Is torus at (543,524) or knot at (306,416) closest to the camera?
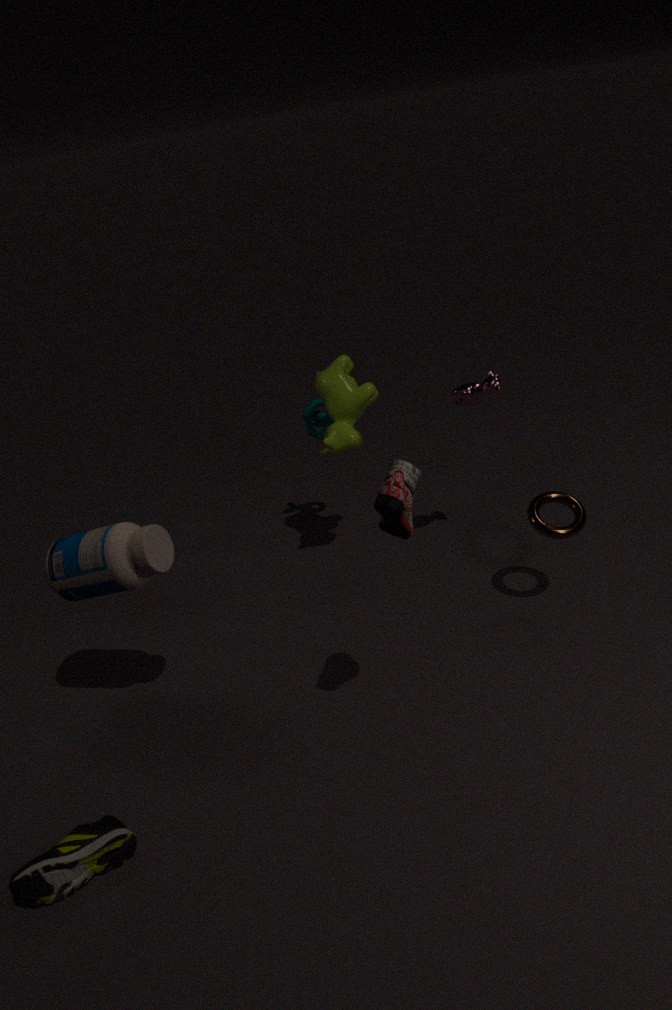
torus at (543,524)
